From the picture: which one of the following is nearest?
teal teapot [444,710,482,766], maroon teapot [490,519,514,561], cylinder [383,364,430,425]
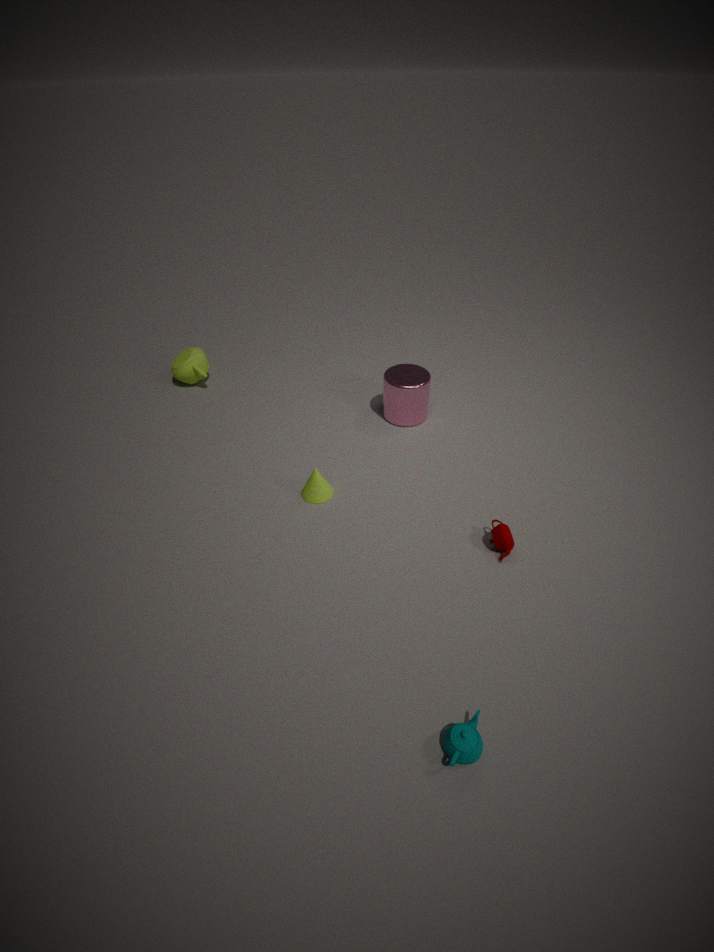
teal teapot [444,710,482,766]
